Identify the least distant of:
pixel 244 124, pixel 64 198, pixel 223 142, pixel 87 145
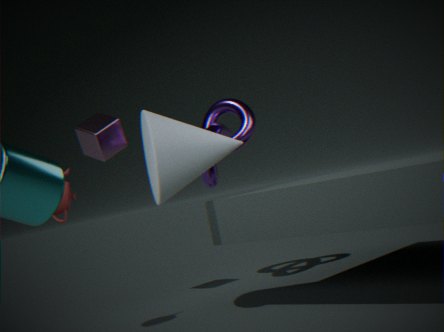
pixel 64 198
